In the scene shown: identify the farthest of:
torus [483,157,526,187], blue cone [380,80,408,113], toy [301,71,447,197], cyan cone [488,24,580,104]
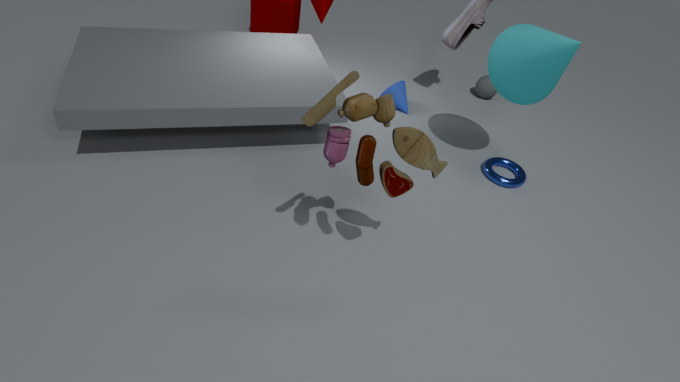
blue cone [380,80,408,113]
